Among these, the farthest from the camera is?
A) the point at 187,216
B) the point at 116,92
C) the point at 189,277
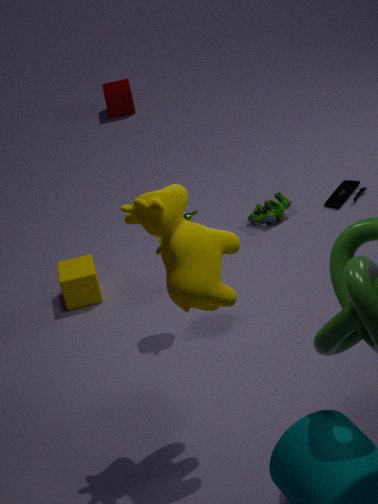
the point at 116,92
